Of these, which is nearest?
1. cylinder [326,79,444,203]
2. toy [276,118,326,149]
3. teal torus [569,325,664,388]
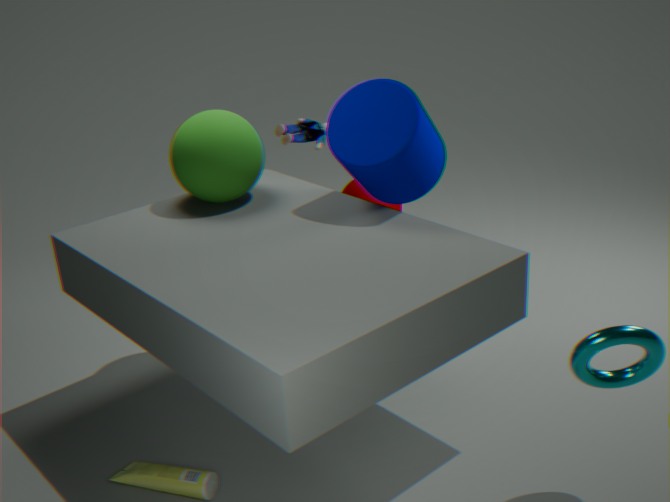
teal torus [569,325,664,388]
